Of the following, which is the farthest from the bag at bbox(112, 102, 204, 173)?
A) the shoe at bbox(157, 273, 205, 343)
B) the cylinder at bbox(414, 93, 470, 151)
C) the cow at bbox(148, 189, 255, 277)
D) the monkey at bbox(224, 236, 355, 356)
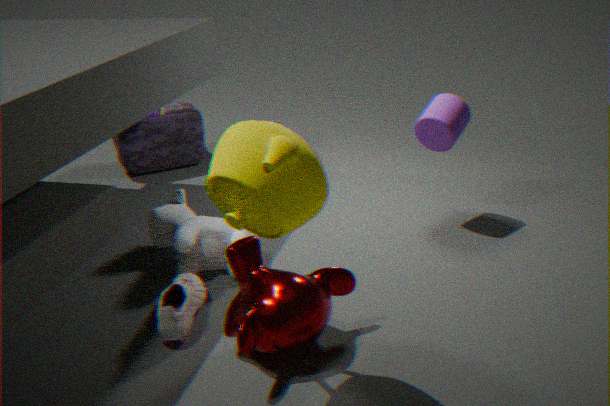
the monkey at bbox(224, 236, 355, 356)
